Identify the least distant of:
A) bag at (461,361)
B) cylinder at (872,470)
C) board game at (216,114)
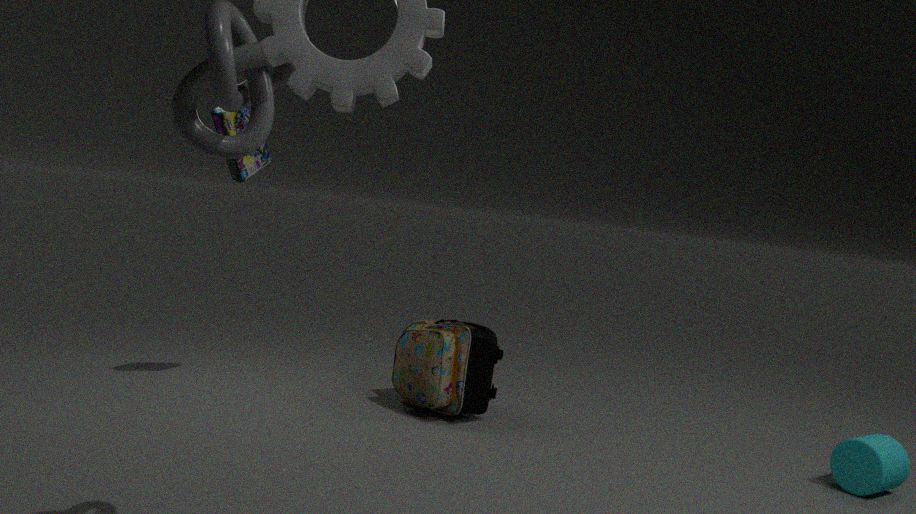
cylinder at (872,470)
